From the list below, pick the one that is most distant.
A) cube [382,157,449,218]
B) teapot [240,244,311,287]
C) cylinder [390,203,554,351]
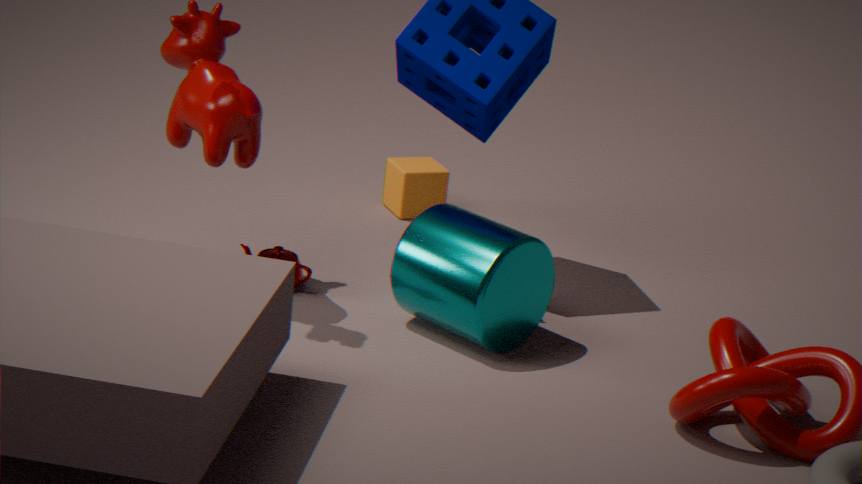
Result: cube [382,157,449,218]
